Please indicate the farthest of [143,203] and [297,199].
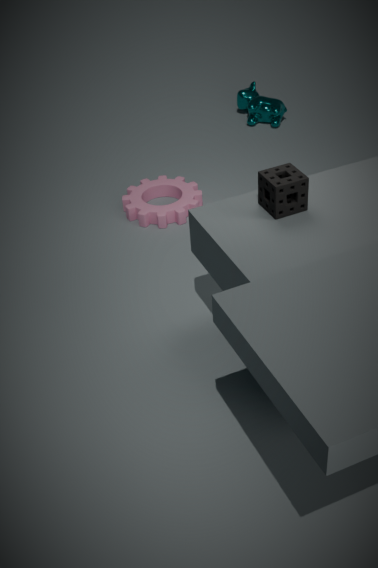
[143,203]
